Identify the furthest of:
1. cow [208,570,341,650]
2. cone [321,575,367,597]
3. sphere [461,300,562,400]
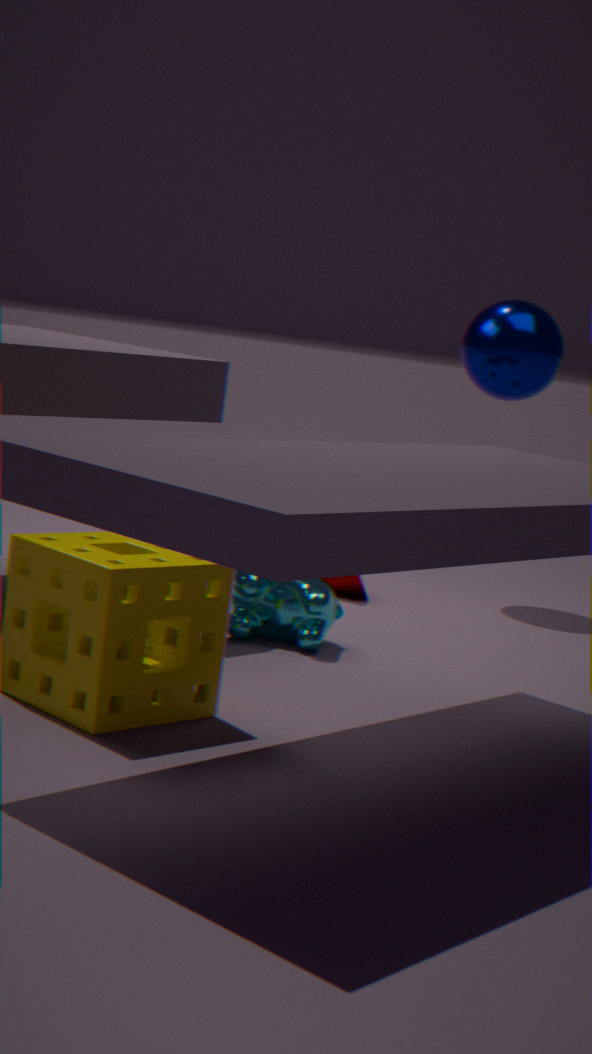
sphere [461,300,562,400]
